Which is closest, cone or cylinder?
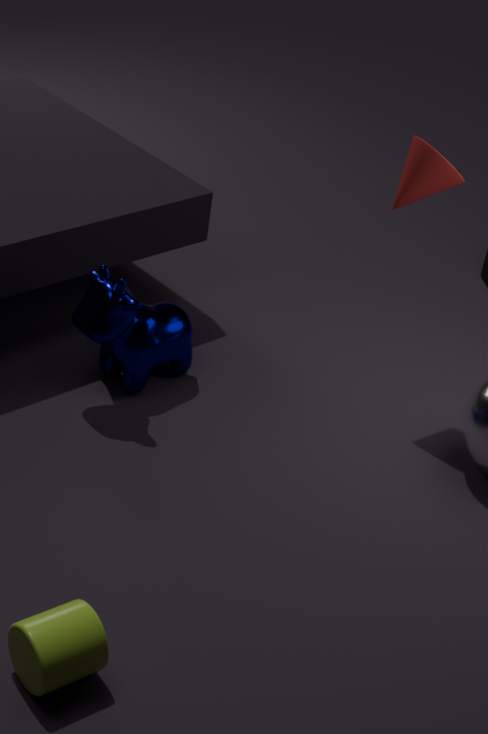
cylinder
